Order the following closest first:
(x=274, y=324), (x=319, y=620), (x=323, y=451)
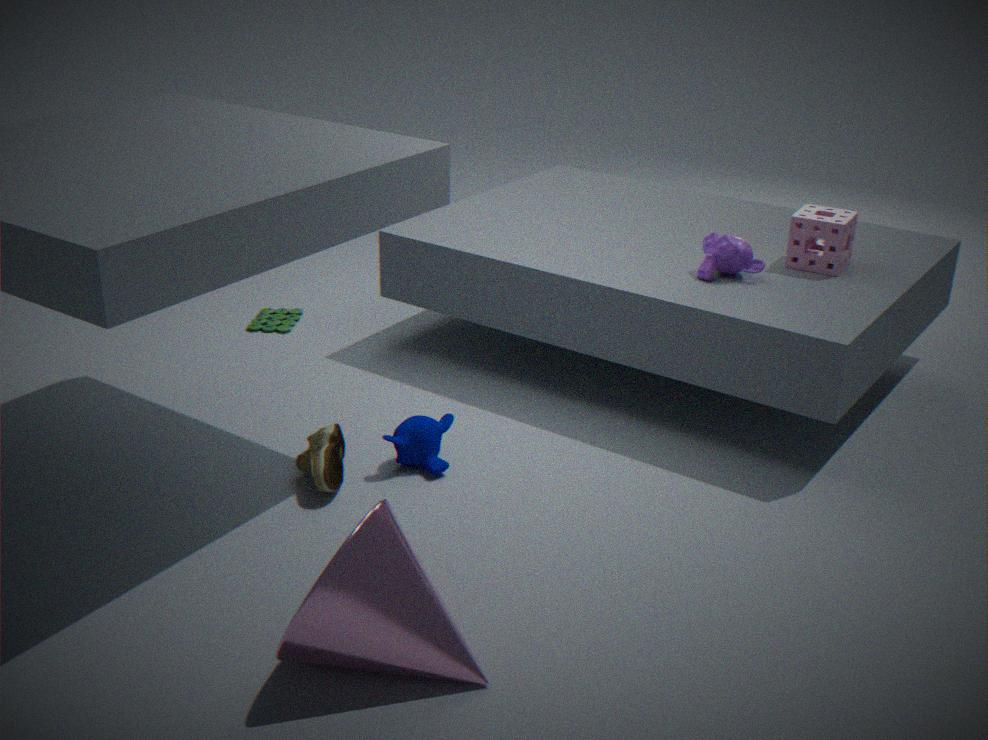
(x=319, y=620) < (x=323, y=451) < (x=274, y=324)
